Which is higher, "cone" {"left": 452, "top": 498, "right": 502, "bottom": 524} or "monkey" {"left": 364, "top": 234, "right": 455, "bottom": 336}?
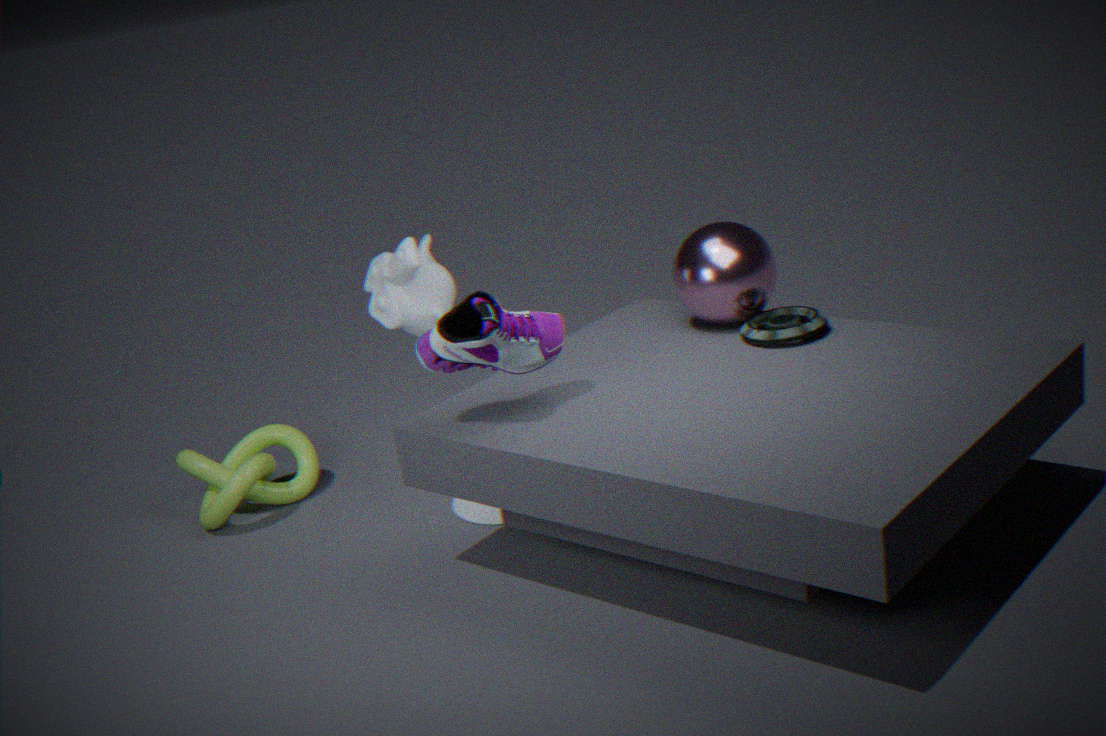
"monkey" {"left": 364, "top": 234, "right": 455, "bottom": 336}
